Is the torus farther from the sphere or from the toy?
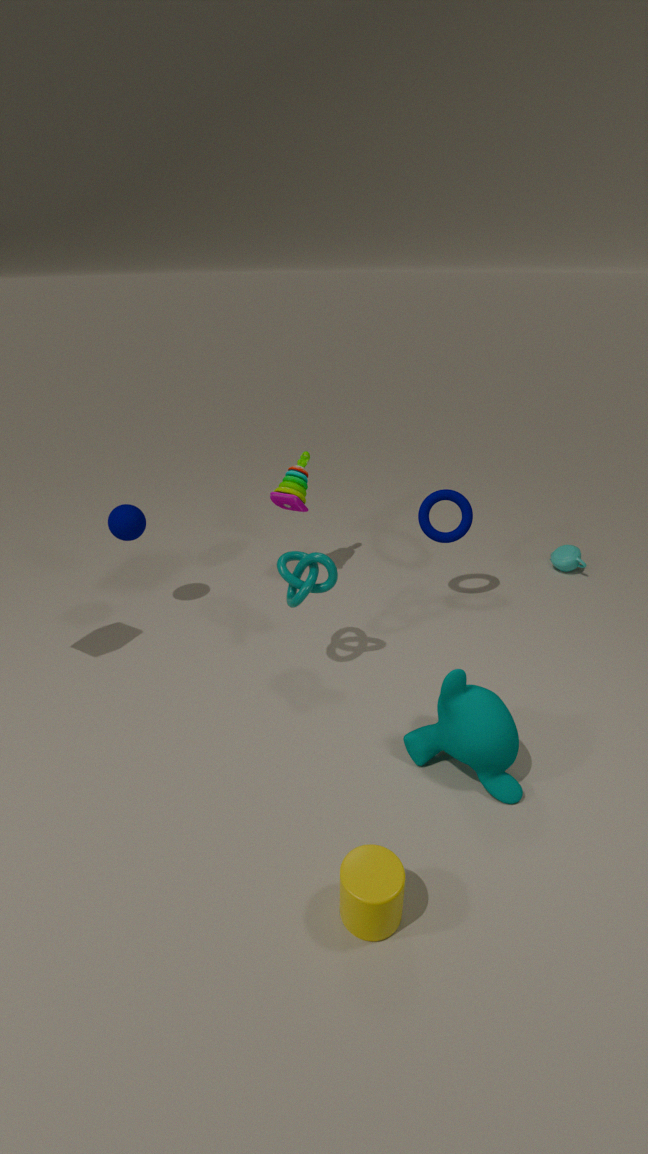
the sphere
